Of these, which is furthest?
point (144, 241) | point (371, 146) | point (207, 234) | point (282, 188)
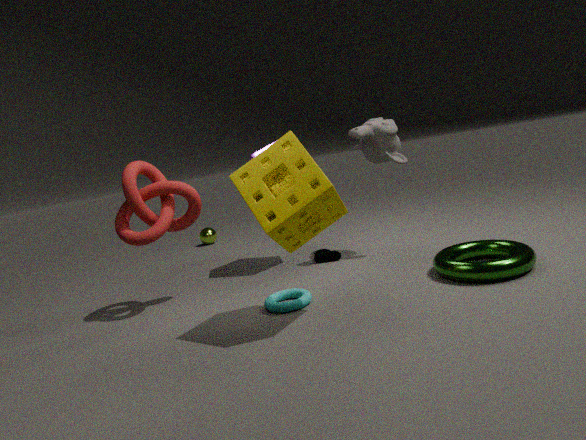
point (207, 234)
